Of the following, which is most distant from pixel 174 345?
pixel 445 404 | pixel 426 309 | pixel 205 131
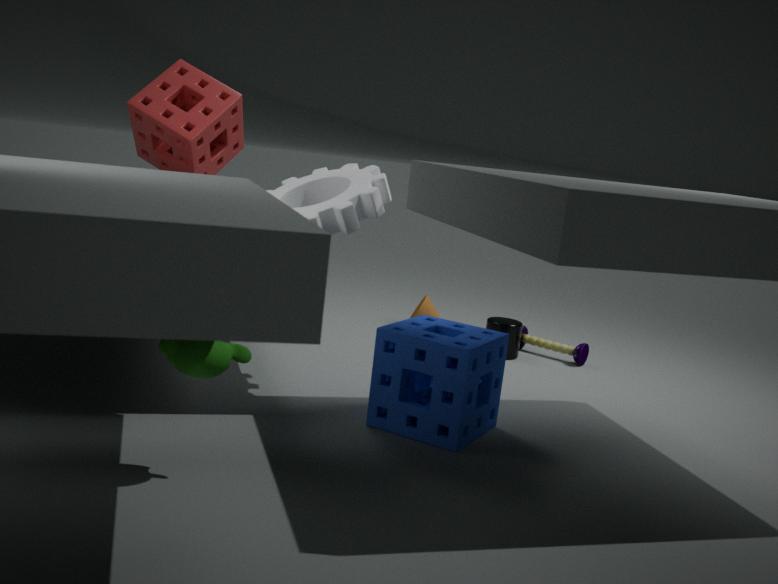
pixel 426 309
